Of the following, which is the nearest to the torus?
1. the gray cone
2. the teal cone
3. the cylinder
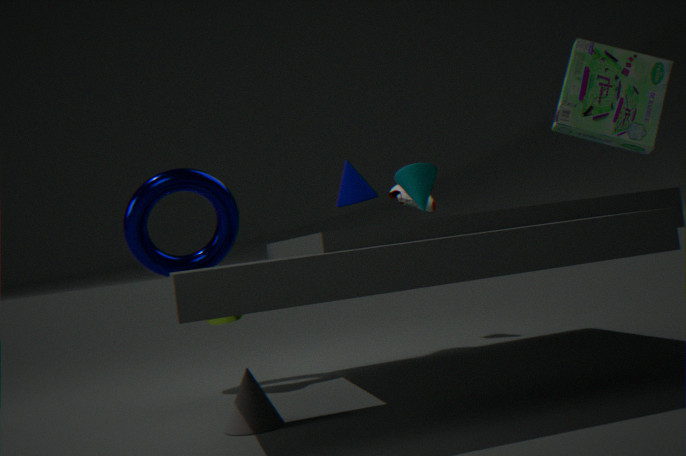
the cylinder
